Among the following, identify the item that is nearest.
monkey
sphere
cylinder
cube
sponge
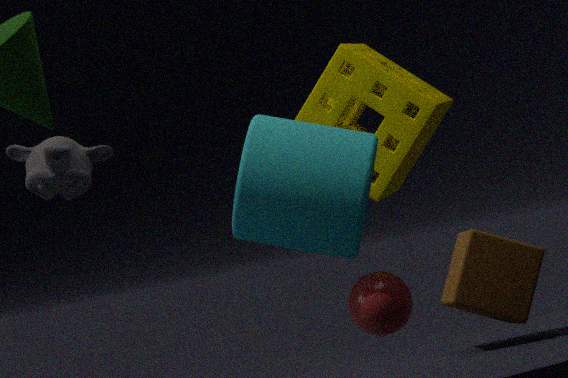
cube
